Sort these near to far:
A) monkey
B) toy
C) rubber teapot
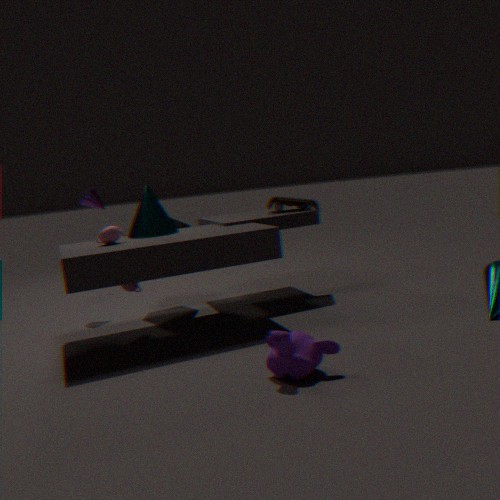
monkey, rubber teapot, toy
